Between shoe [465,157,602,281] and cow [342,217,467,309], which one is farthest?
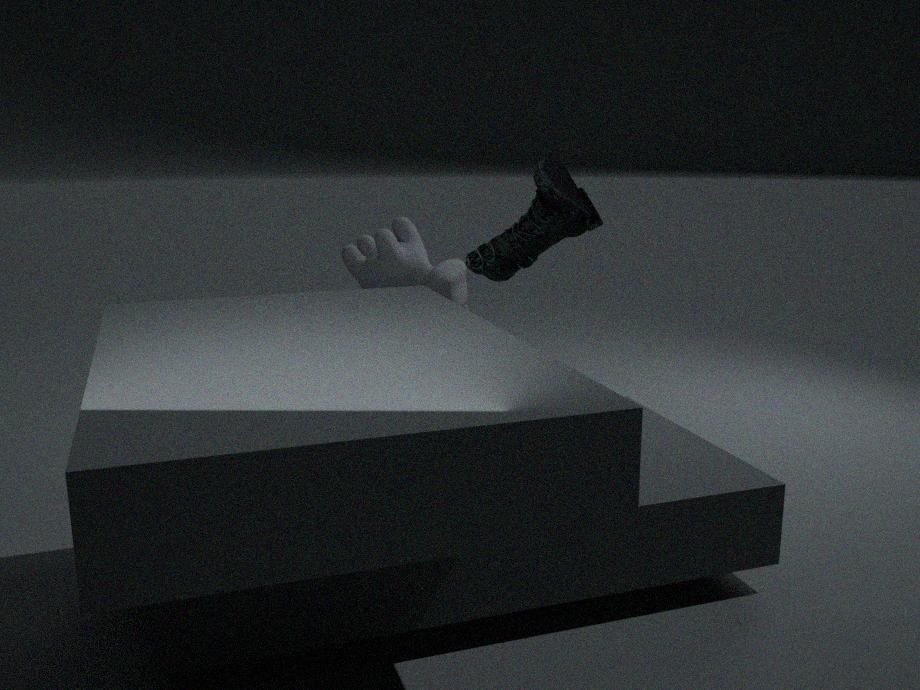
cow [342,217,467,309]
